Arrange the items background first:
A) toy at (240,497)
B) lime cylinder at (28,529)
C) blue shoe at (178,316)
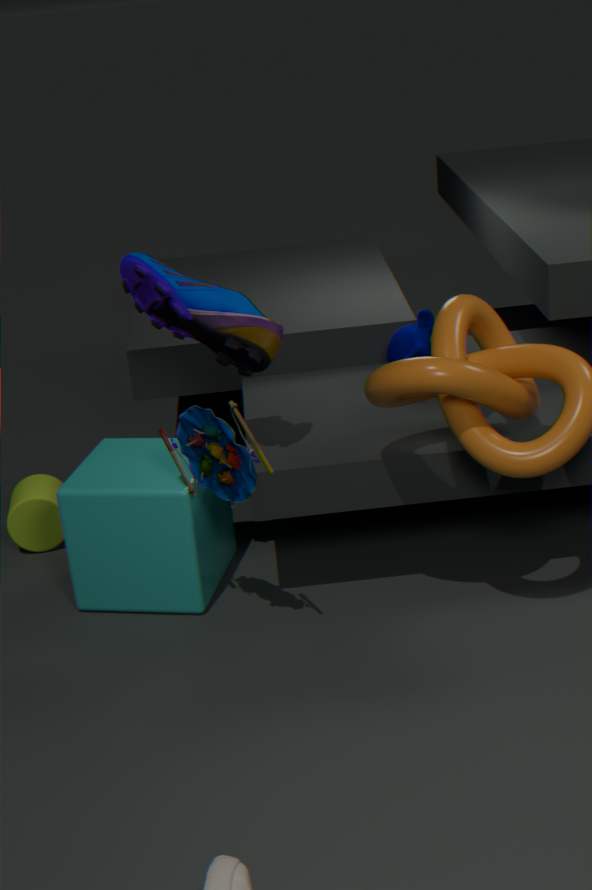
1. lime cylinder at (28,529)
2. blue shoe at (178,316)
3. toy at (240,497)
